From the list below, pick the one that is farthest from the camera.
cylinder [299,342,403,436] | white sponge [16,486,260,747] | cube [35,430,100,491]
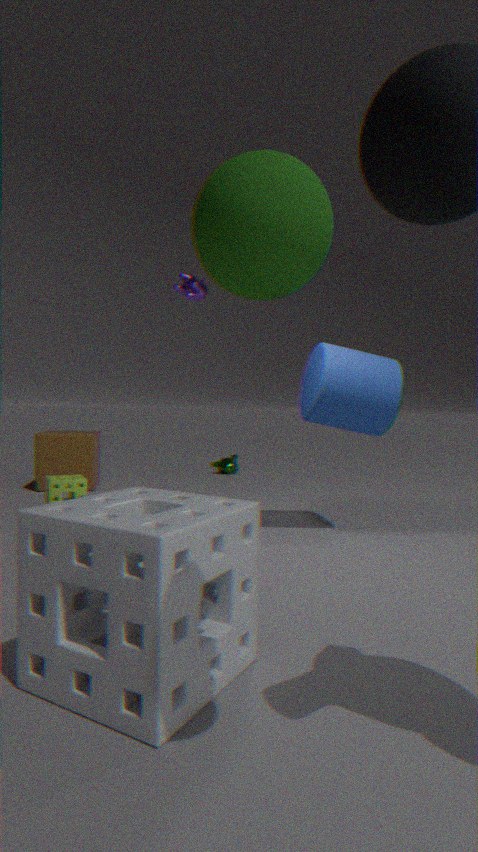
cube [35,430,100,491]
